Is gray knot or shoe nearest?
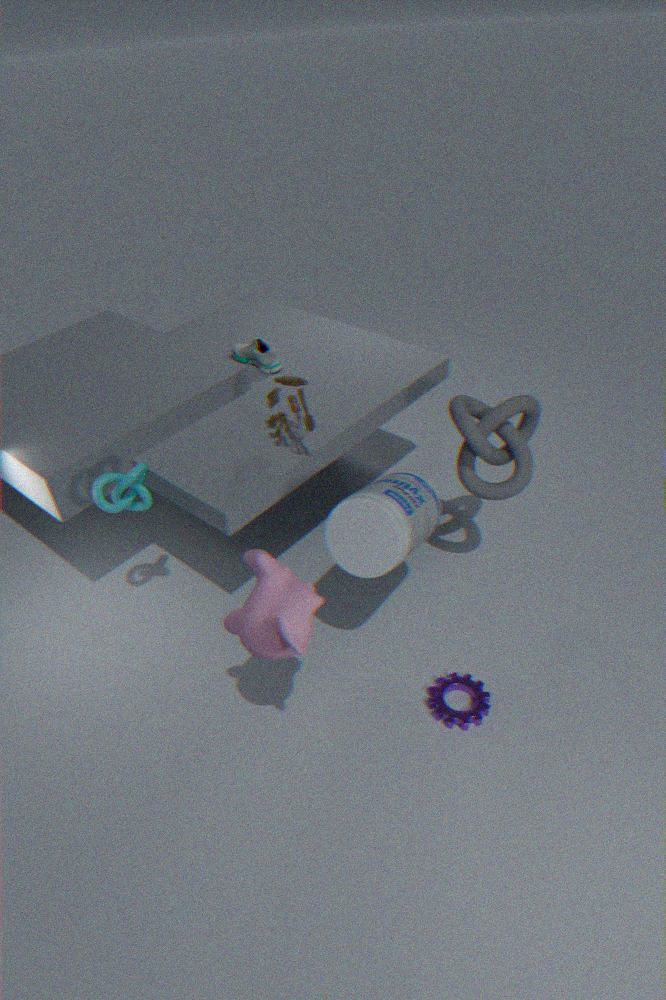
gray knot
